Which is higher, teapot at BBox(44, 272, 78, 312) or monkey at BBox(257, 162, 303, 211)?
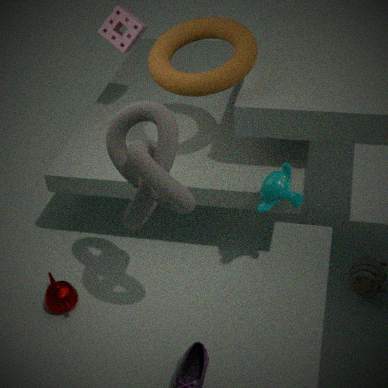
monkey at BBox(257, 162, 303, 211)
